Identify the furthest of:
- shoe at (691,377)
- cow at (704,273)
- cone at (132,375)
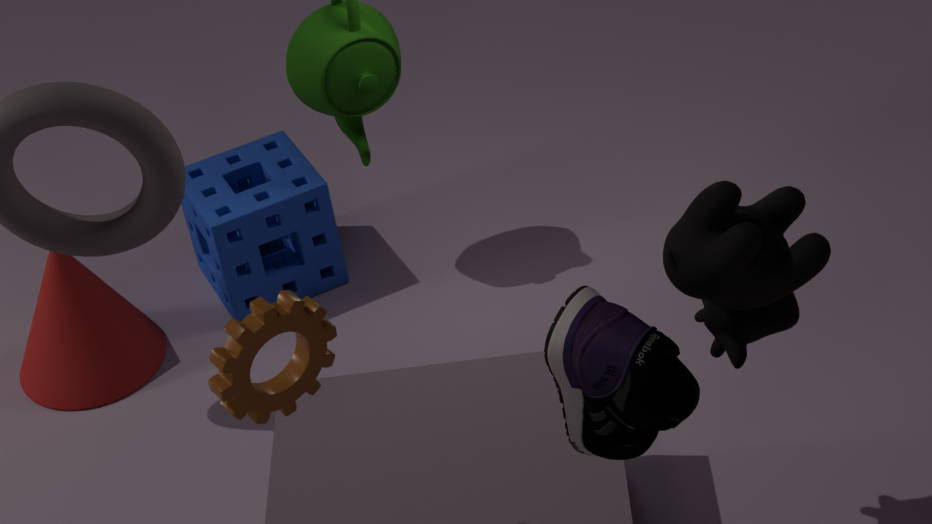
cone at (132,375)
